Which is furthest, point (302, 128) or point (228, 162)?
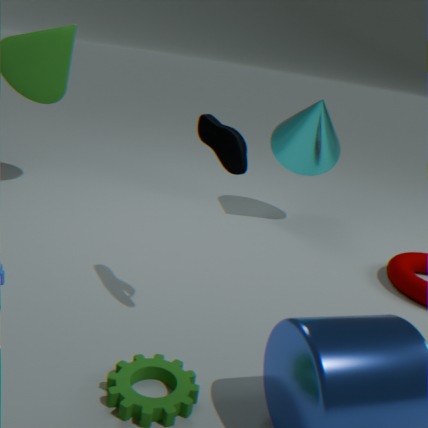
point (302, 128)
